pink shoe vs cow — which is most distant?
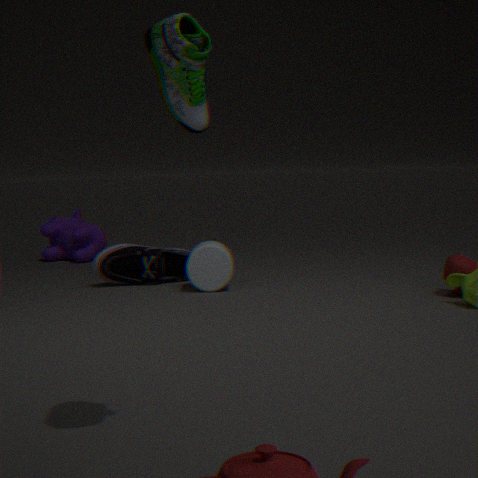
cow
